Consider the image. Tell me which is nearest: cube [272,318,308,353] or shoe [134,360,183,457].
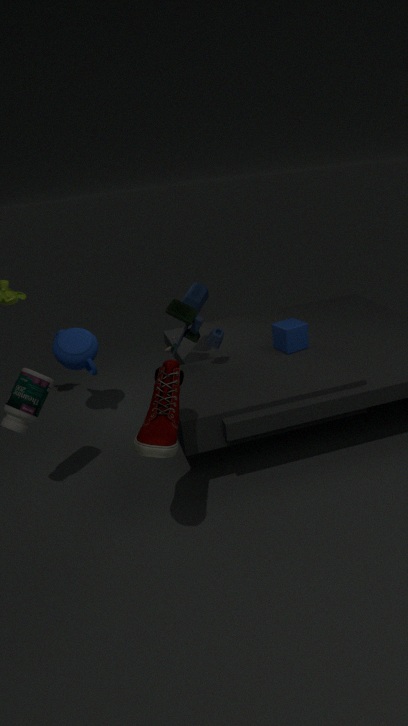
shoe [134,360,183,457]
